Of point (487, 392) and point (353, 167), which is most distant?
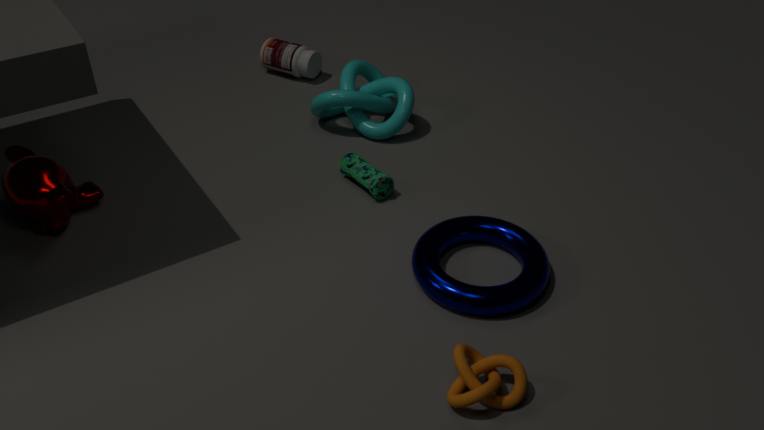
point (353, 167)
